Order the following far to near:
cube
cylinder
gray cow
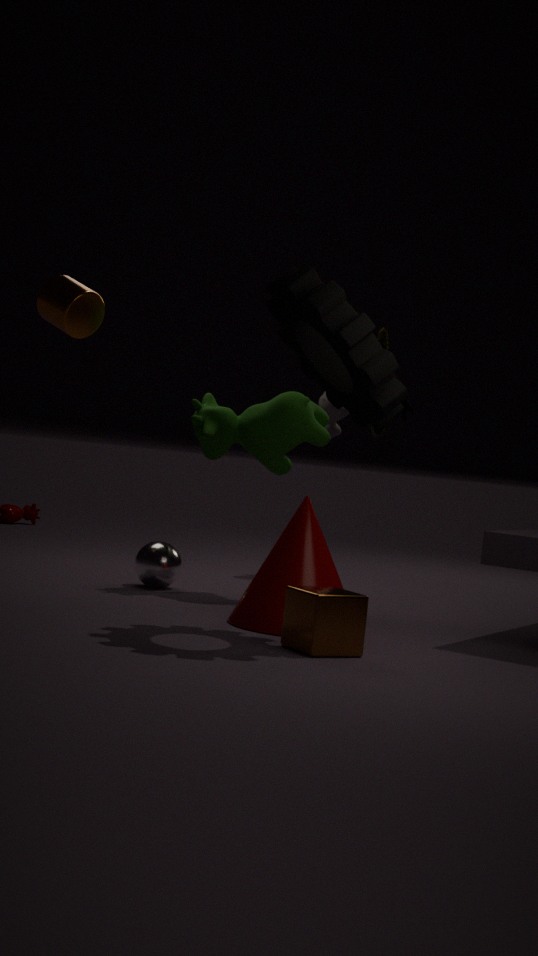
gray cow → cylinder → cube
